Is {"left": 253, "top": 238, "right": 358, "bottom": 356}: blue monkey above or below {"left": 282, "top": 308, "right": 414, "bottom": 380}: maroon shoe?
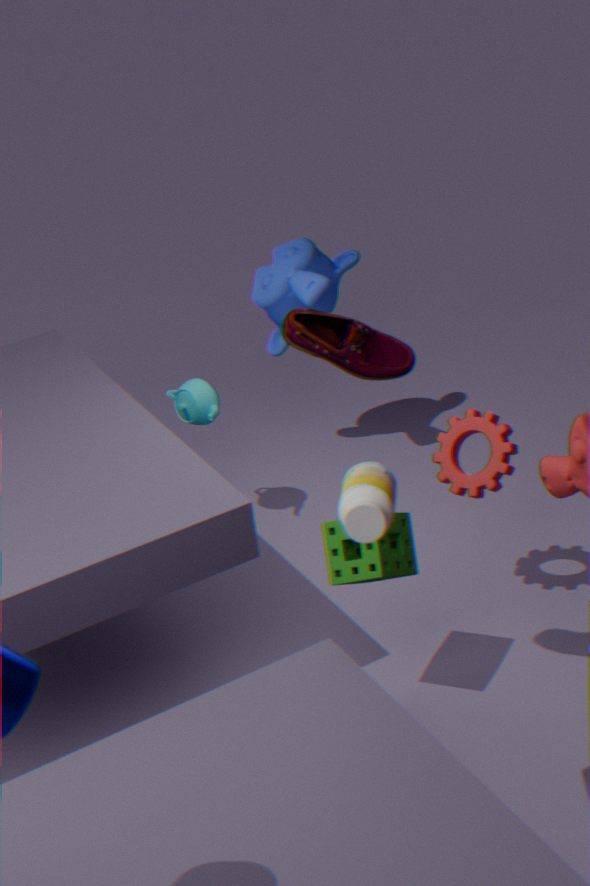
below
